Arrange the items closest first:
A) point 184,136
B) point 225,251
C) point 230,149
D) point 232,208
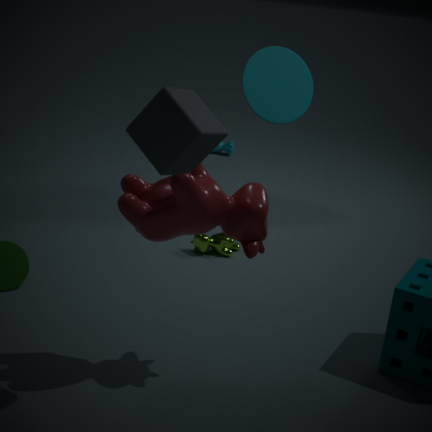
point 184,136 < point 232,208 < point 225,251 < point 230,149
